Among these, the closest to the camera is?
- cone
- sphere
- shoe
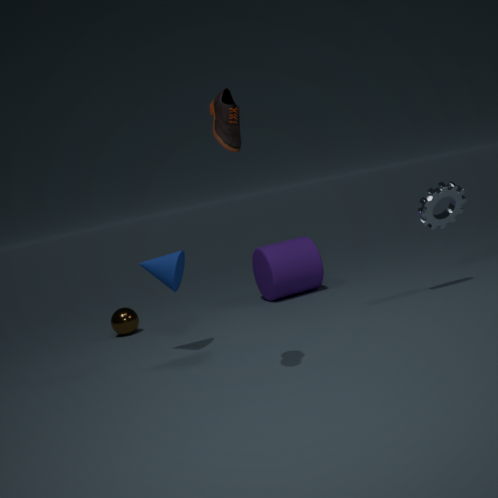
shoe
